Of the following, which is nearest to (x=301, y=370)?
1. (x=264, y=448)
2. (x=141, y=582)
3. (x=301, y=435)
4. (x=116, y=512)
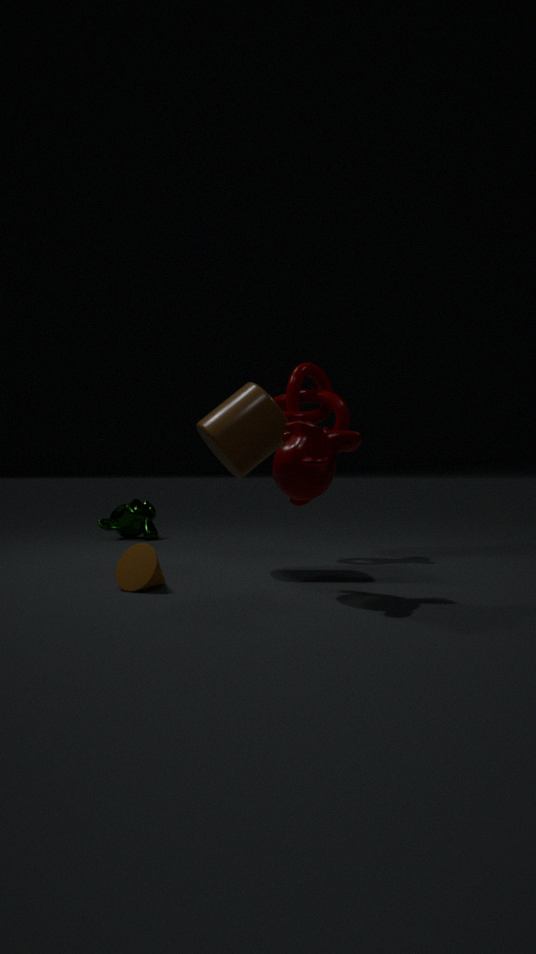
(x=264, y=448)
